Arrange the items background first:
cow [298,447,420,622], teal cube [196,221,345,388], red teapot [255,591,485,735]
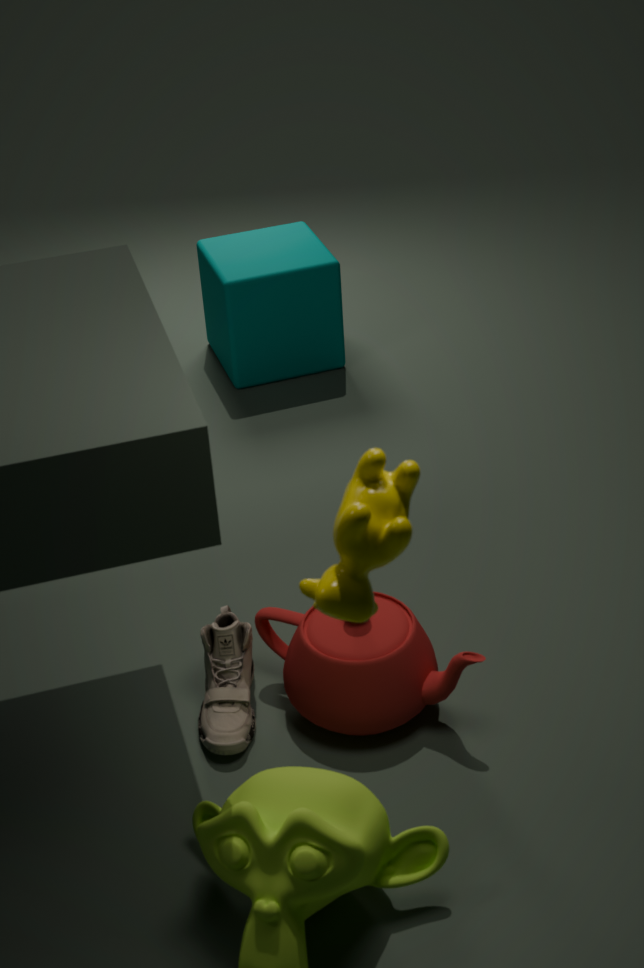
teal cube [196,221,345,388] → red teapot [255,591,485,735] → cow [298,447,420,622]
